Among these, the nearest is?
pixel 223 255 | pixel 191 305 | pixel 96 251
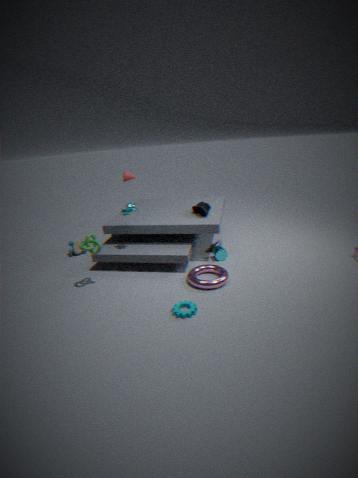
pixel 191 305
